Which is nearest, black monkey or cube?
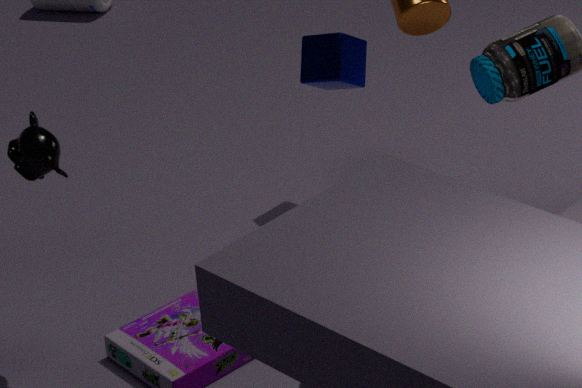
black monkey
